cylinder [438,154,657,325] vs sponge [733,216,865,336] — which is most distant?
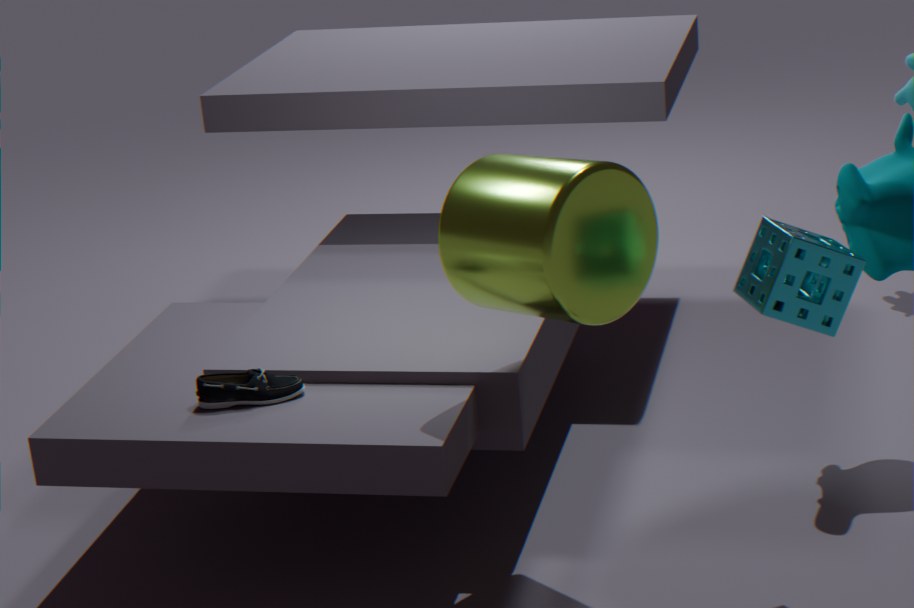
cylinder [438,154,657,325]
